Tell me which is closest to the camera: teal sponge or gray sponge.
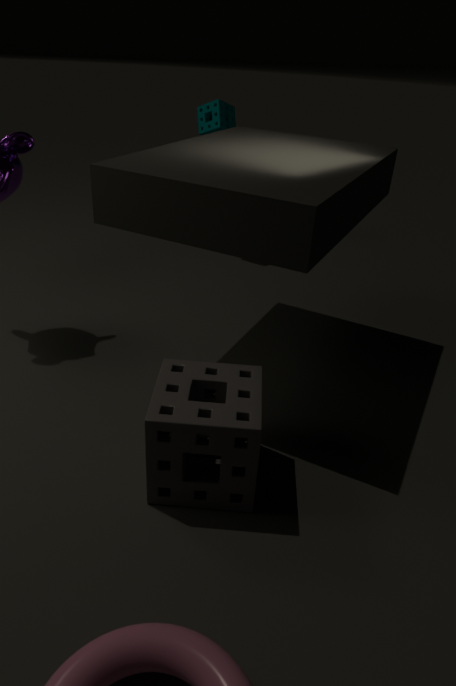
gray sponge
